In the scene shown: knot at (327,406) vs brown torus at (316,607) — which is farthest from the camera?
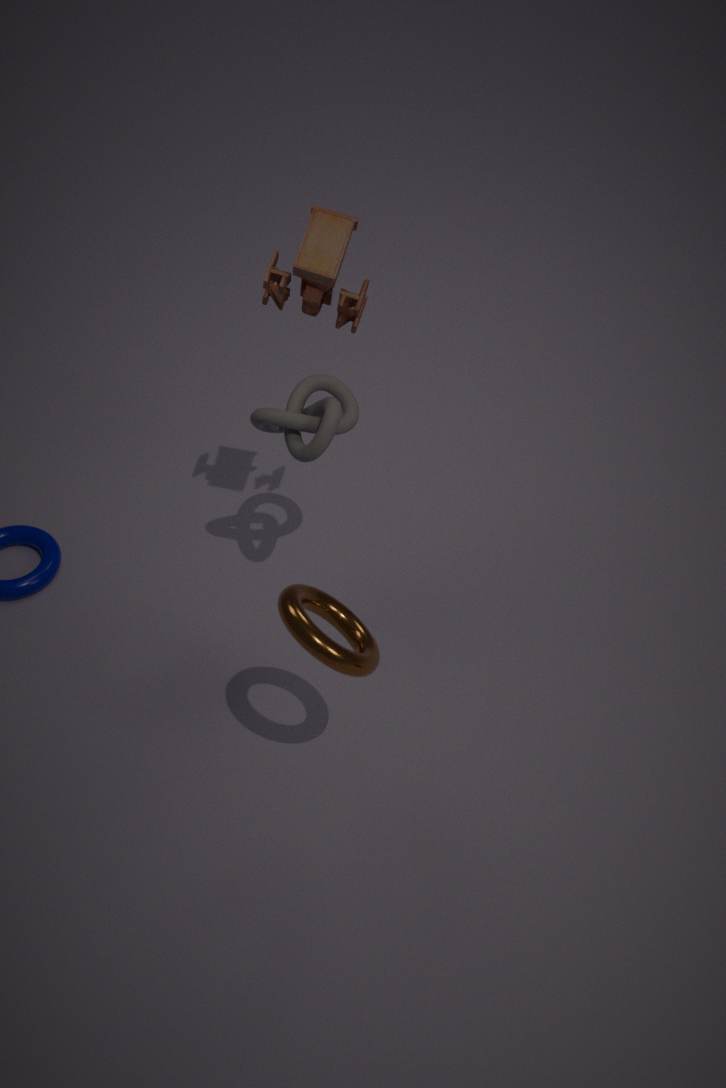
knot at (327,406)
